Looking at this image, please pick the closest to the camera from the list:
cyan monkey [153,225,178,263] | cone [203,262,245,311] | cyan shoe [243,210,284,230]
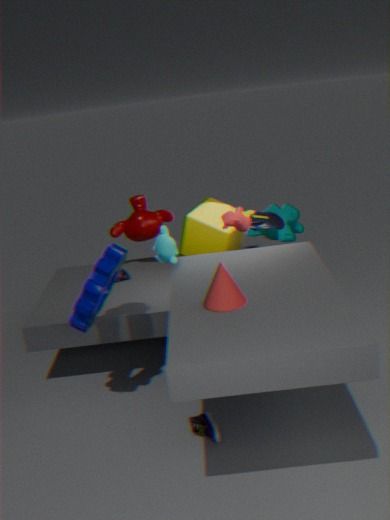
cone [203,262,245,311]
